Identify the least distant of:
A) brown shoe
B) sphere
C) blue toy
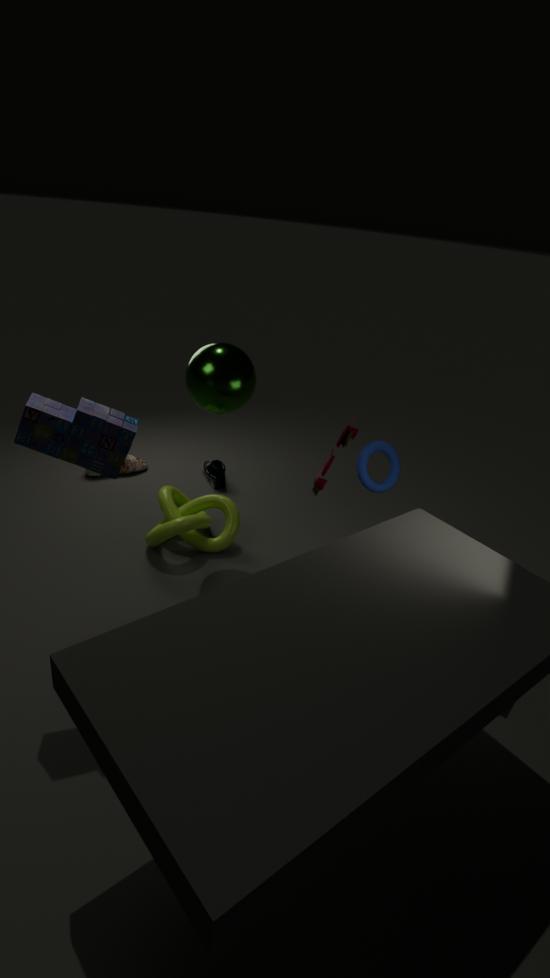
blue toy
